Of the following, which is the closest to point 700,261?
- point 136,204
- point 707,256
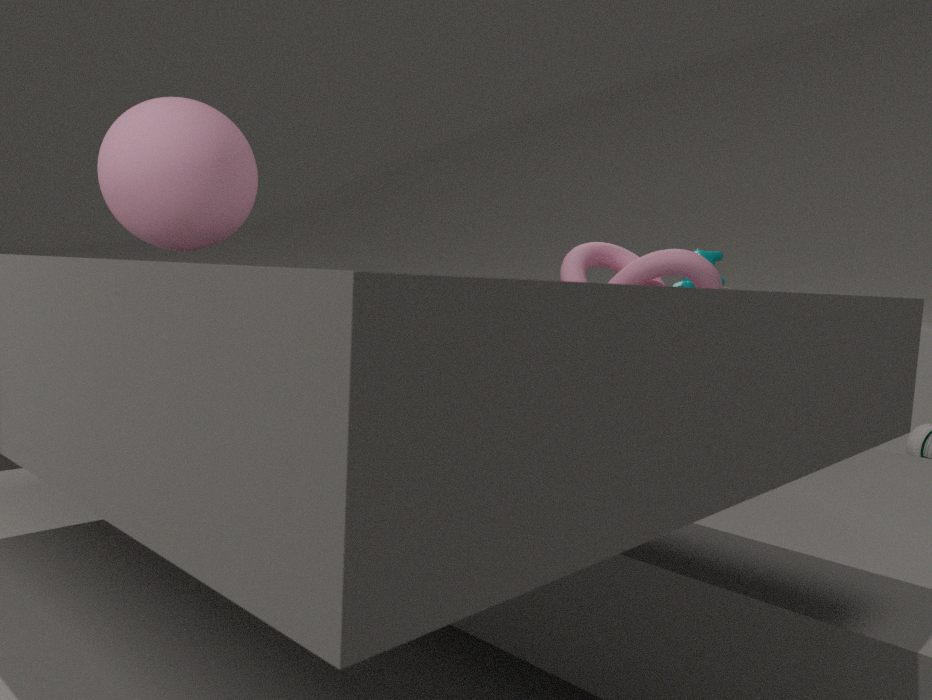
point 707,256
